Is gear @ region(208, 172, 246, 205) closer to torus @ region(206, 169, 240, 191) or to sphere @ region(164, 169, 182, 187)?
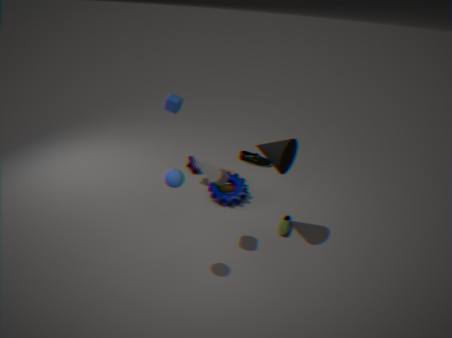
torus @ region(206, 169, 240, 191)
